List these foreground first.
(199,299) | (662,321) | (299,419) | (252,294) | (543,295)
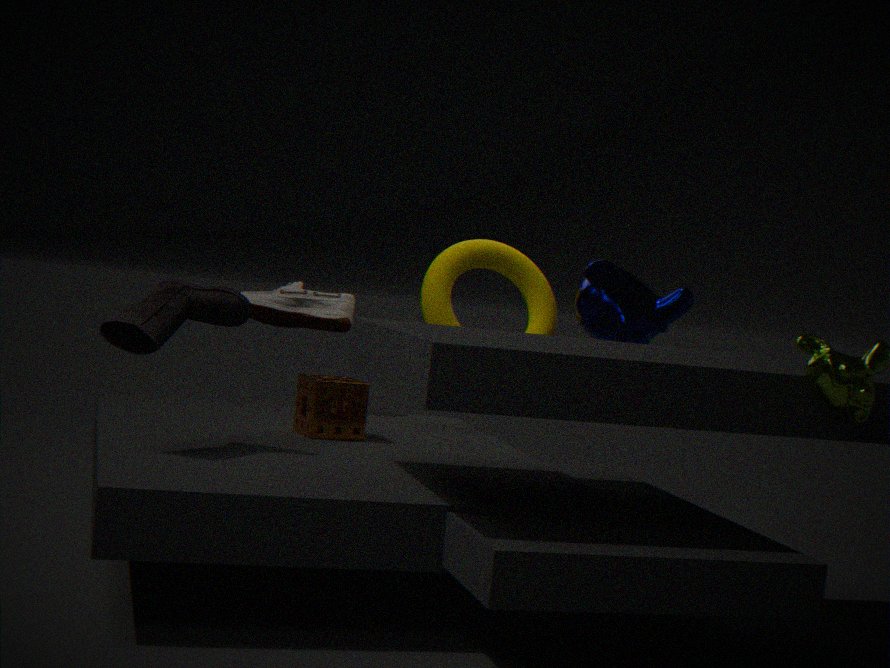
(199,299) → (299,419) → (662,321) → (252,294) → (543,295)
